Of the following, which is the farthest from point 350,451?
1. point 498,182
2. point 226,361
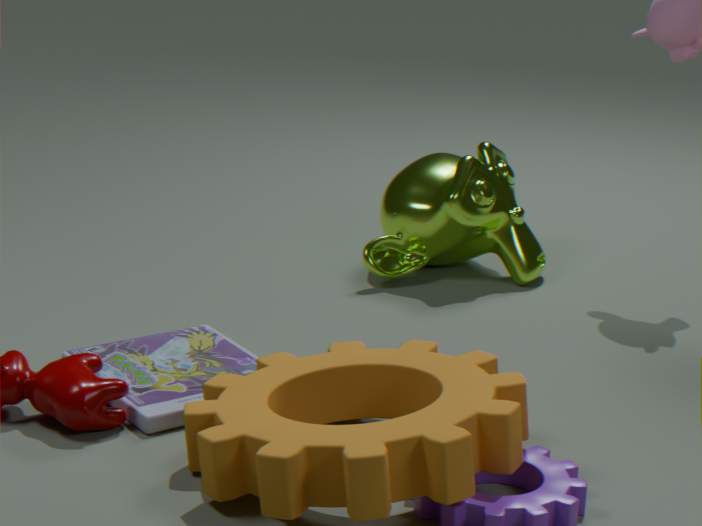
point 498,182
